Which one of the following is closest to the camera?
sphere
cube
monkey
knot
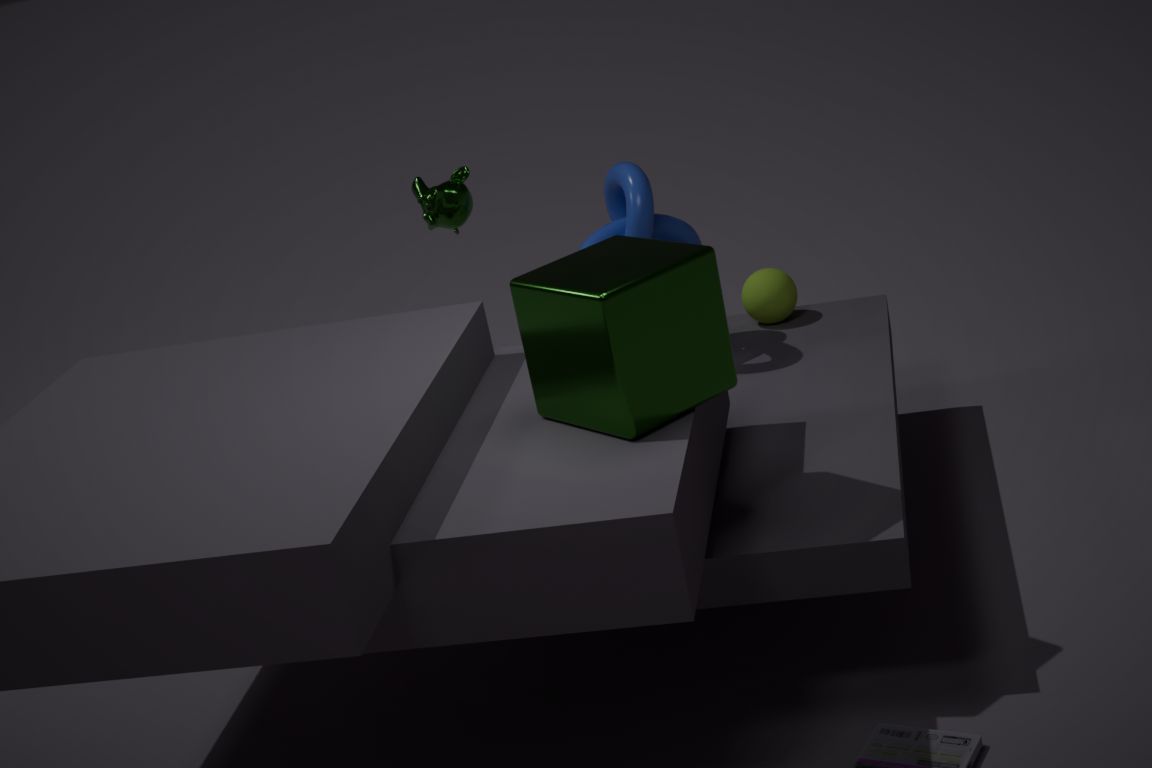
cube
